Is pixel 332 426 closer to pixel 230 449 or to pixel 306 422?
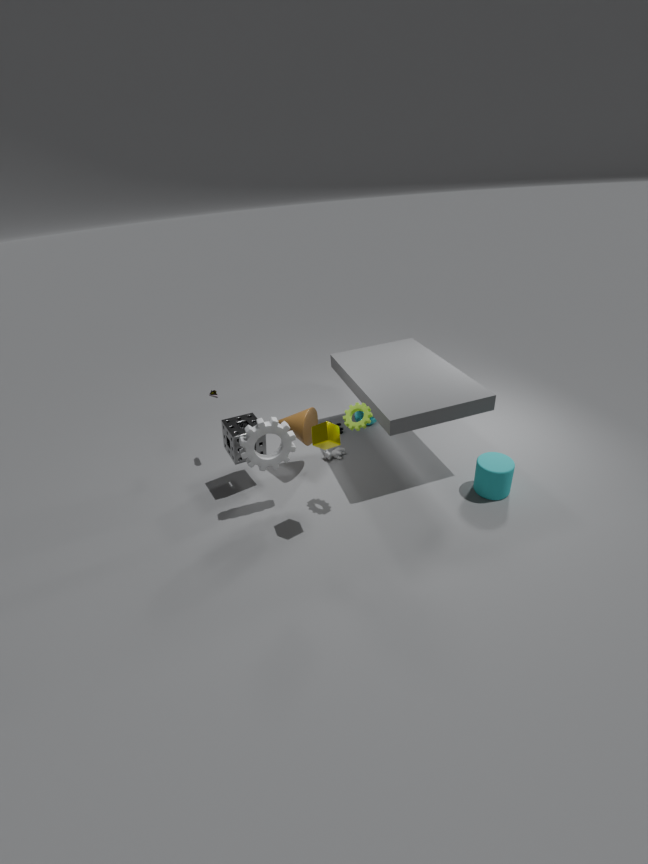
pixel 306 422
